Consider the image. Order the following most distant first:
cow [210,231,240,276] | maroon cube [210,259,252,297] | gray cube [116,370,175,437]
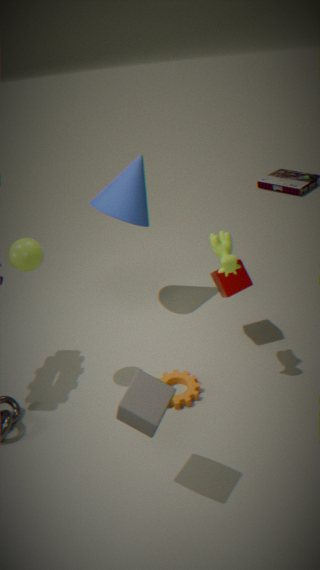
maroon cube [210,259,252,297] < cow [210,231,240,276] < gray cube [116,370,175,437]
